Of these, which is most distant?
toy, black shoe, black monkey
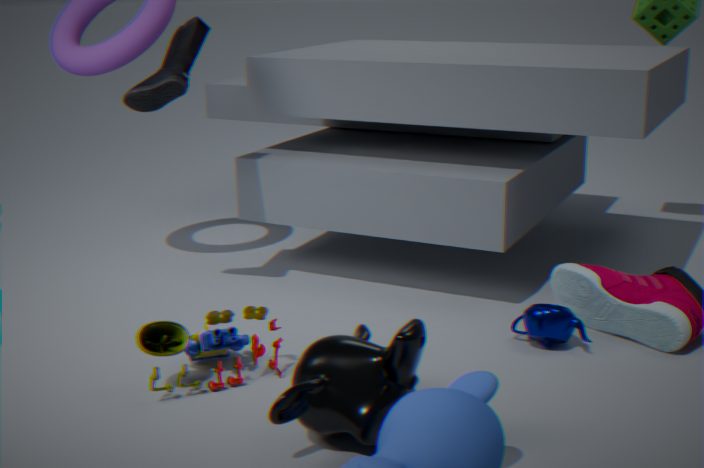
black shoe
